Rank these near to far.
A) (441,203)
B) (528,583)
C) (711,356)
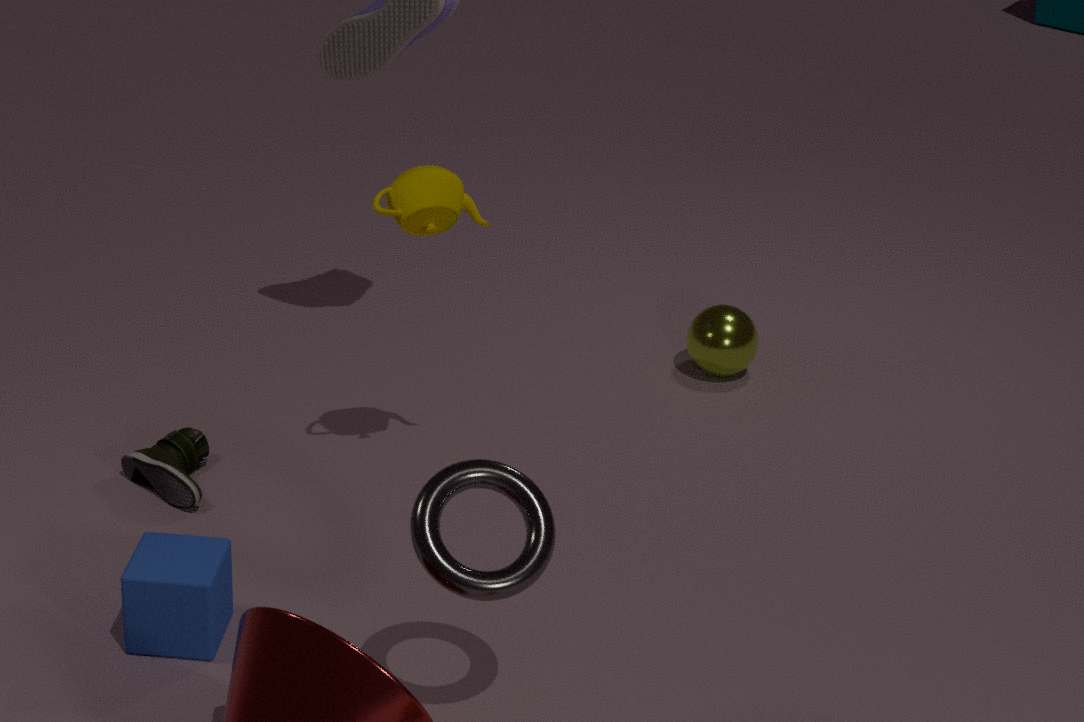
(528,583) < (441,203) < (711,356)
